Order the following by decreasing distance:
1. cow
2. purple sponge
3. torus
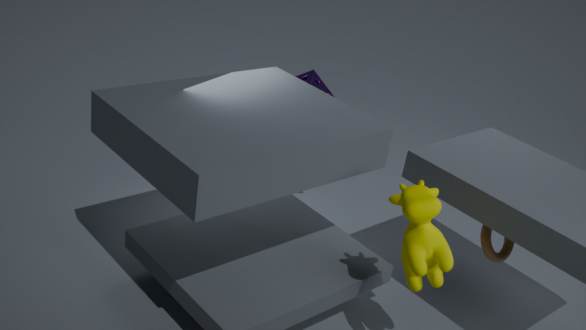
purple sponge < torus < cow
